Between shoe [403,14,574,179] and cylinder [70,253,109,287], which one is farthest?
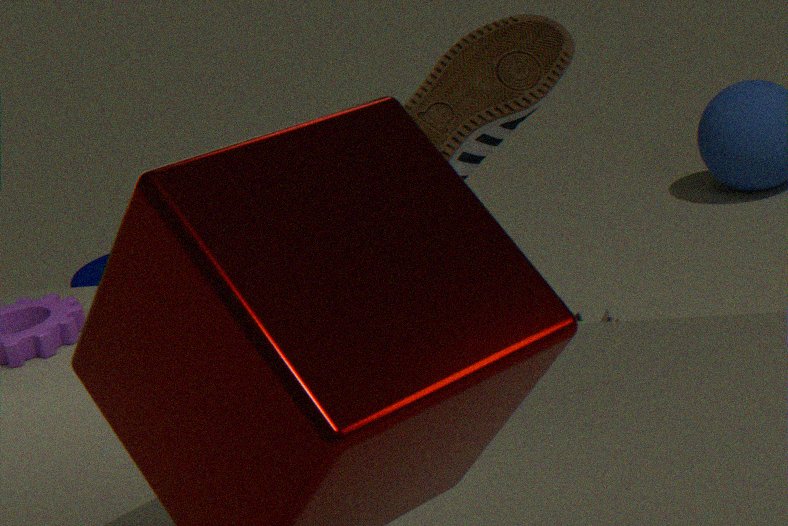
cylinder [70,253,109,287]
